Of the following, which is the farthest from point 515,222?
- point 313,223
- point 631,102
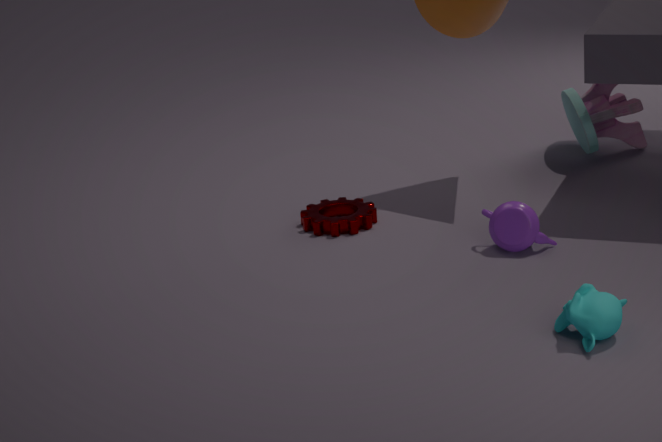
point 631,102
